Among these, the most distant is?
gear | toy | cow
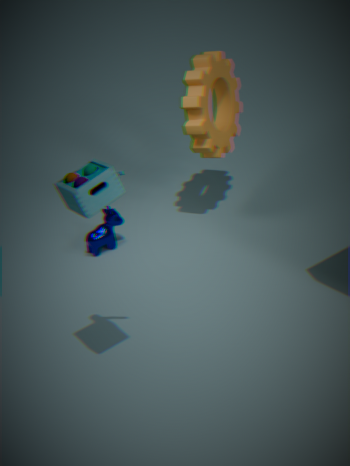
cow
